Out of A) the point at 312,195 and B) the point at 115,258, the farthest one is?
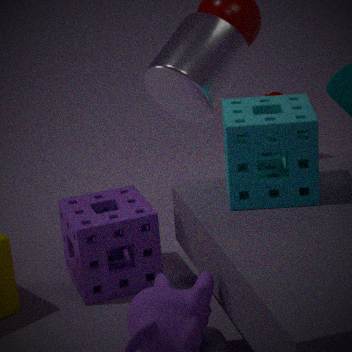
B. the point at 115,258
